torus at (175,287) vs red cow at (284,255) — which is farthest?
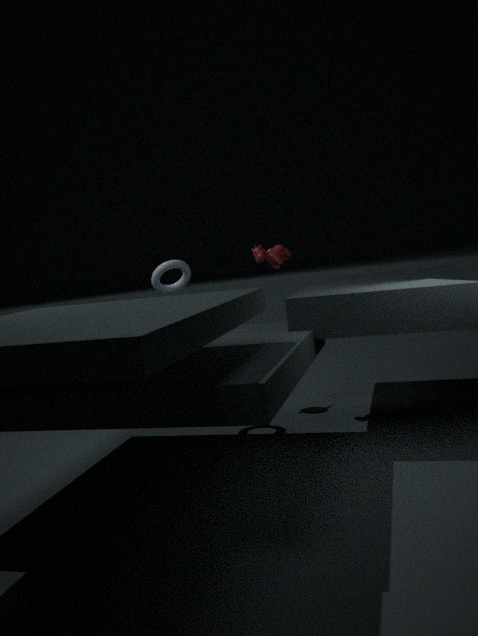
red cow at (284,255)
